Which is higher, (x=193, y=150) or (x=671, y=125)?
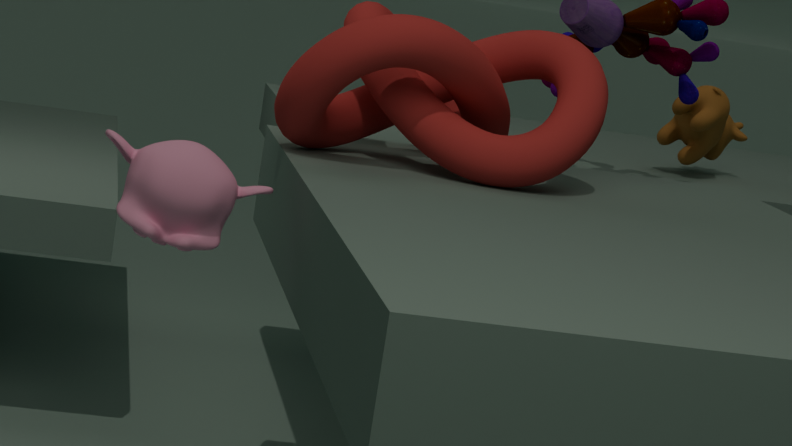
(x=671, y=125)
